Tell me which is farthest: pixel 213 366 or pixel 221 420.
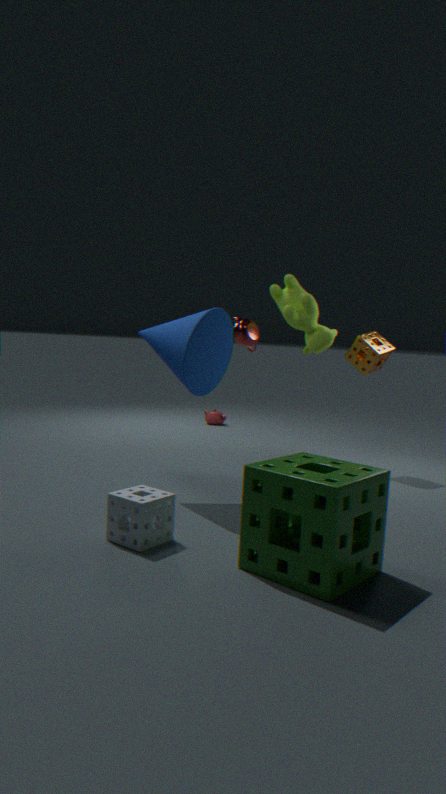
pixel 221 420
